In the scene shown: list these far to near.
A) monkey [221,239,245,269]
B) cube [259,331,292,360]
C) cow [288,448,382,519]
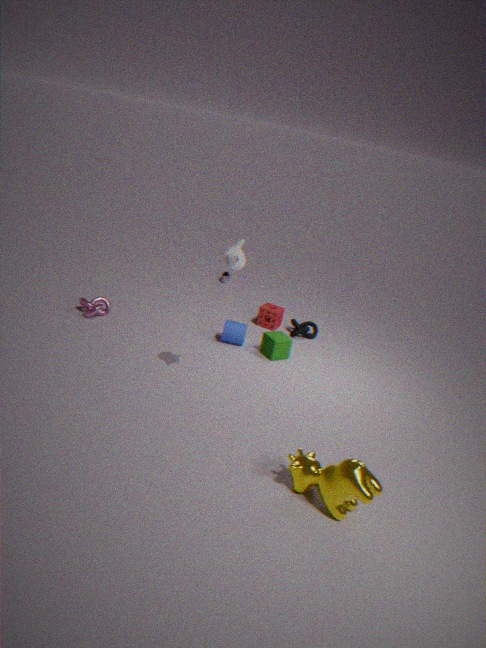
cube [259,331,292,360] → monkey [221,239,245,269] → cow [288,448,382,519]
